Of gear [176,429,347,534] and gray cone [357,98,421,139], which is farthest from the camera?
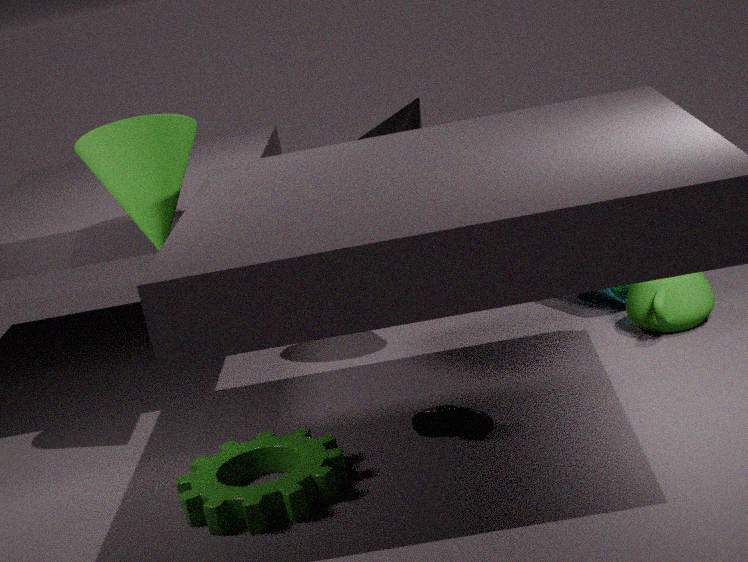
gray cone [357,98,421,139]
